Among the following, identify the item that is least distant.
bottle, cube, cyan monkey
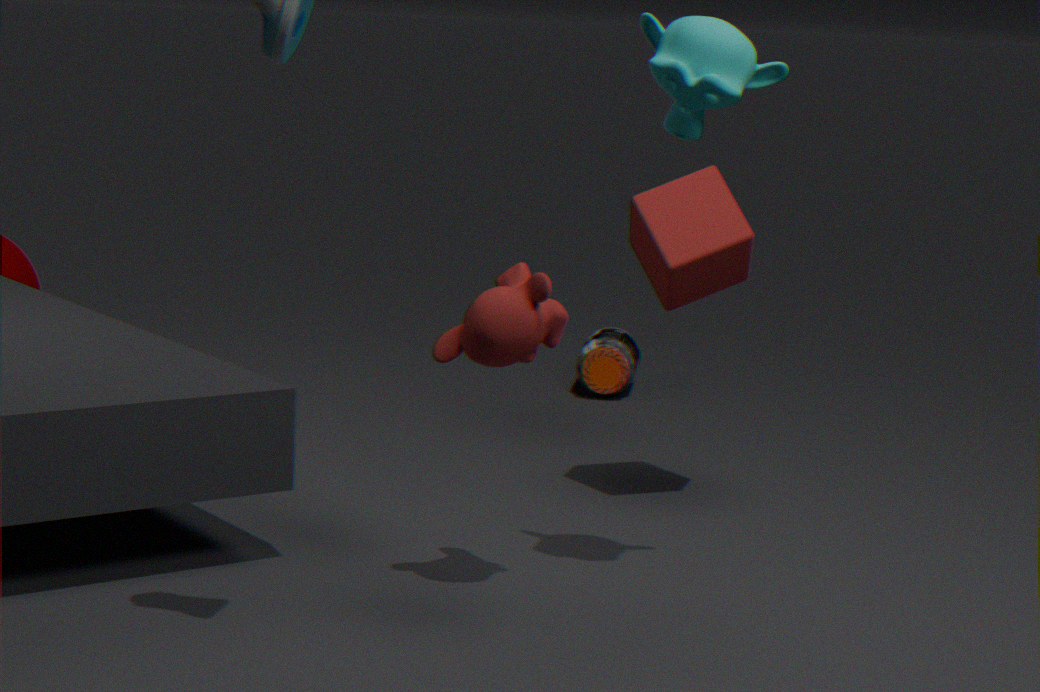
cyan monkey
